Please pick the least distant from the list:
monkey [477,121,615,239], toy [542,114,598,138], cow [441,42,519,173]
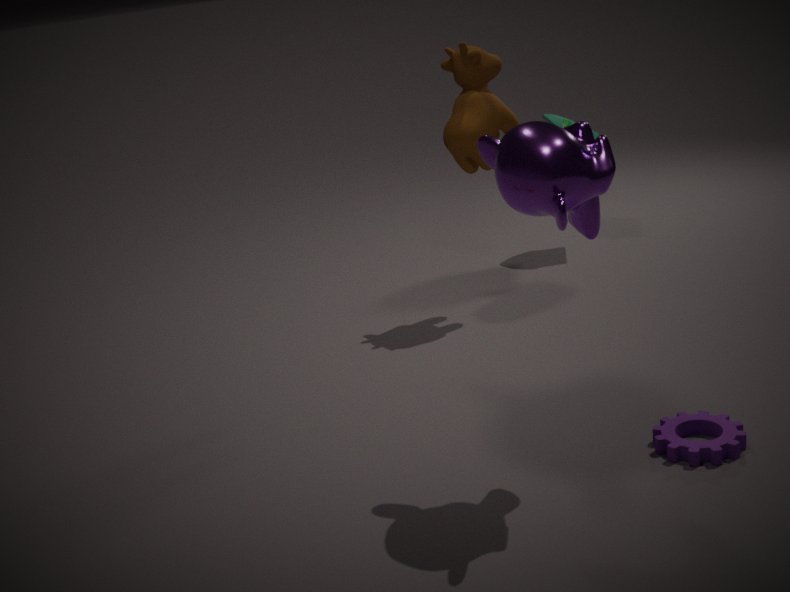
monkey [477,121,615,239]
